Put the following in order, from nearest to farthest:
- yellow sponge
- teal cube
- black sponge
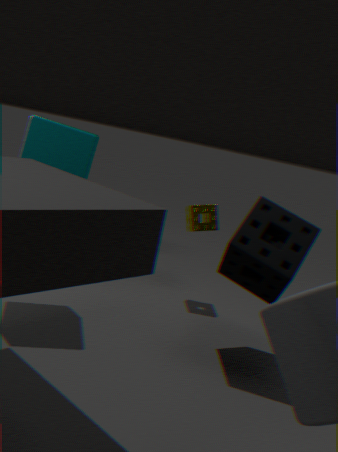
black sponge → teal cube → yellow sponge
